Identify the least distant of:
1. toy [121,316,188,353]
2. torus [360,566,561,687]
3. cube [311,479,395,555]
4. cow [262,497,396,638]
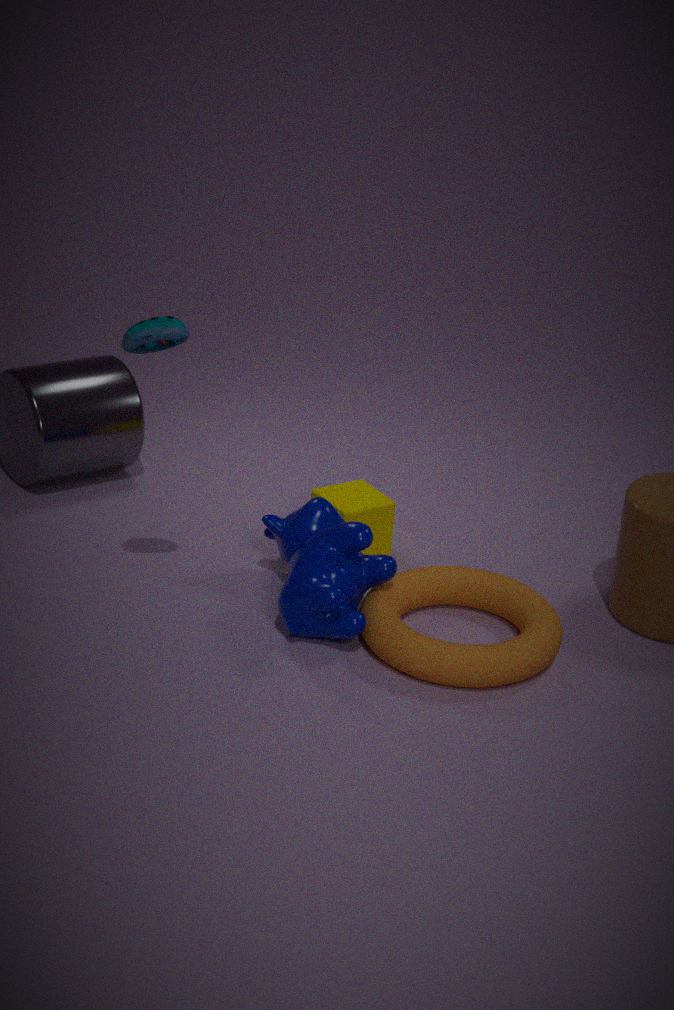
toy [121,316,188,353]
